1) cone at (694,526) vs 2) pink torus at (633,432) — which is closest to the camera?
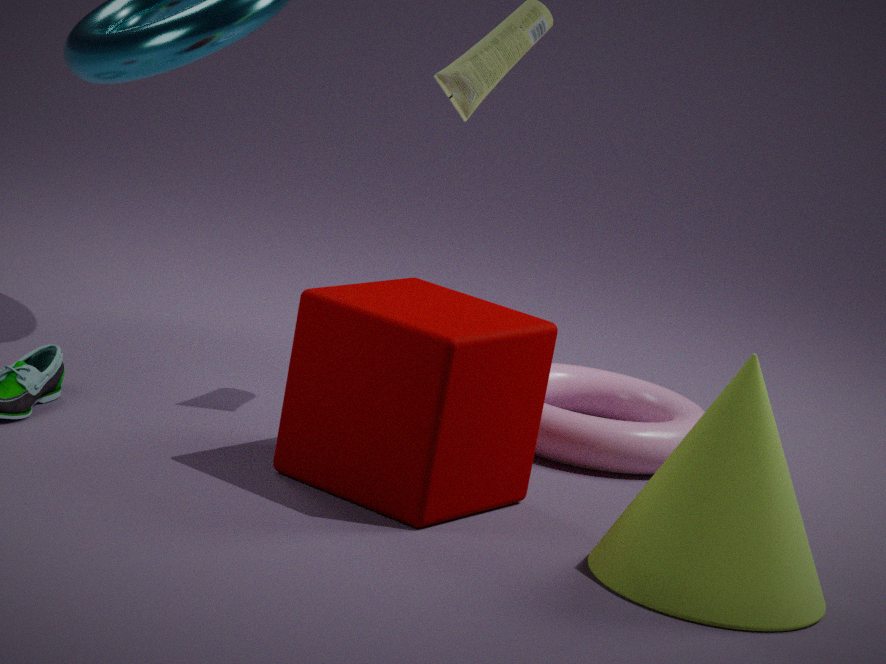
1. cone at (694,526)
